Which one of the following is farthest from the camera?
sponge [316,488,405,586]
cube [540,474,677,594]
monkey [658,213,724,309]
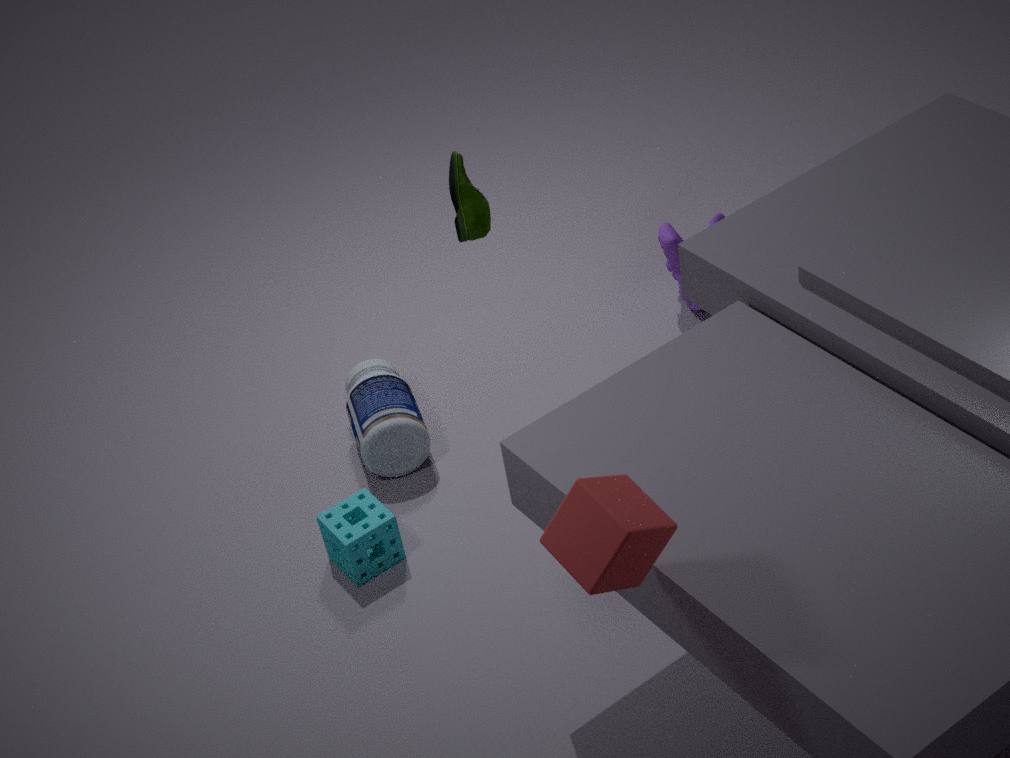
monkey [658,213,724,309]
